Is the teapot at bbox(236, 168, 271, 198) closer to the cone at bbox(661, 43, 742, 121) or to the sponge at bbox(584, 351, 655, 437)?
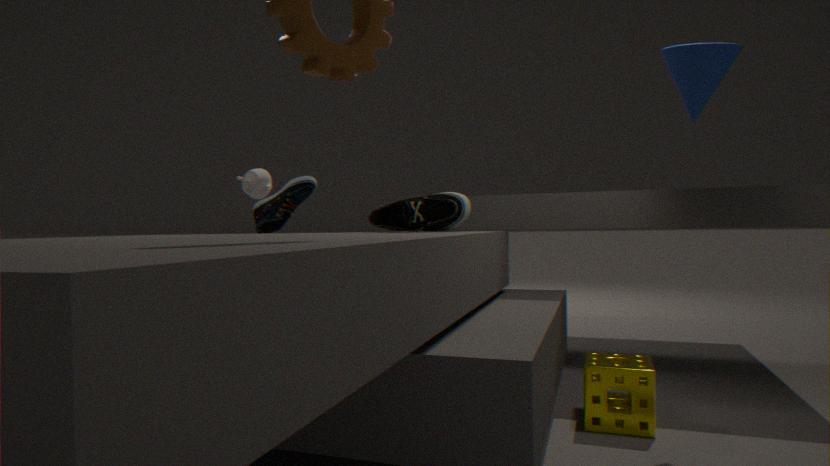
the sponge at bbox(584, 351, 655, 437)
